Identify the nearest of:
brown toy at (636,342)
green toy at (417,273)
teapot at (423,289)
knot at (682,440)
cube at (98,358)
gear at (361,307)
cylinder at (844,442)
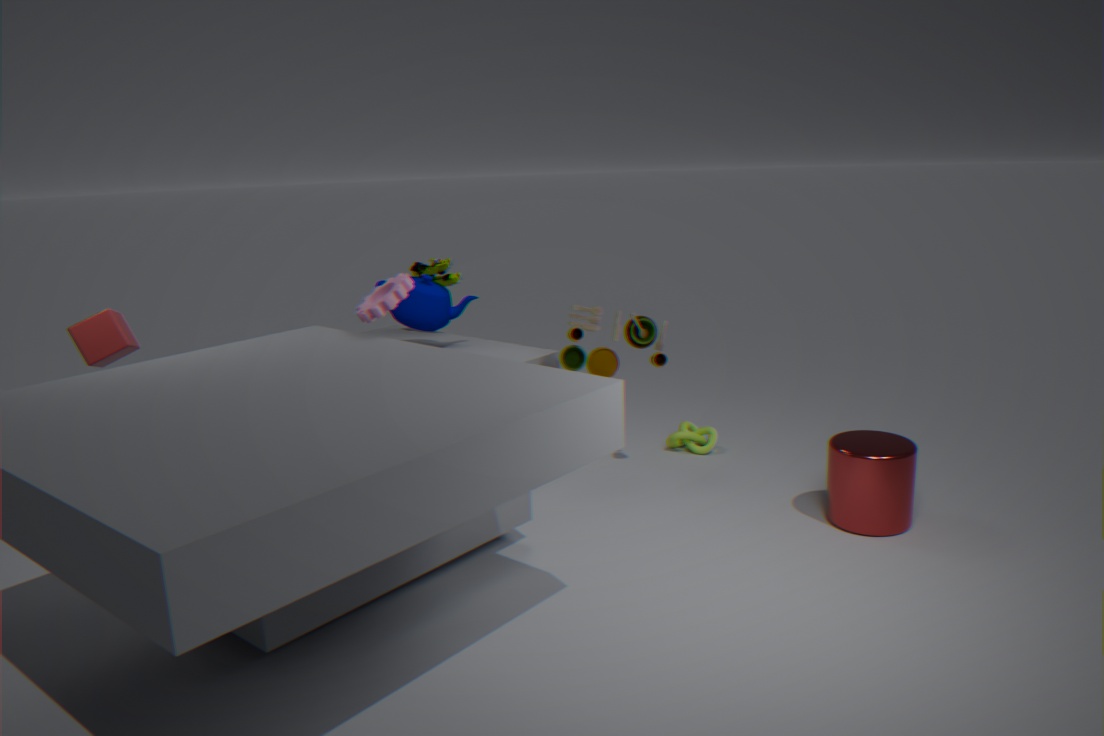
cube at (98,358)
